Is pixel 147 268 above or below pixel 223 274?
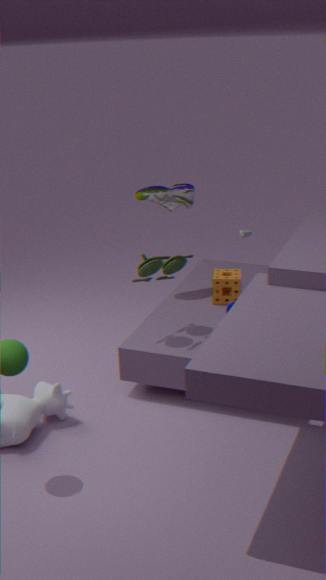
above
